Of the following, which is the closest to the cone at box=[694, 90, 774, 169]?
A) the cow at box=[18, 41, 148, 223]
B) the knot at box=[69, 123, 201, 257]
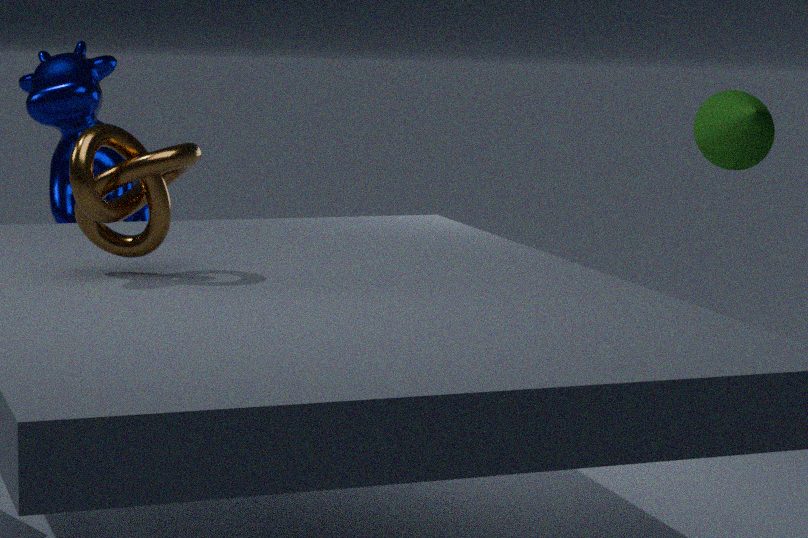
the cow at box=[18, 41, 148, 223]
